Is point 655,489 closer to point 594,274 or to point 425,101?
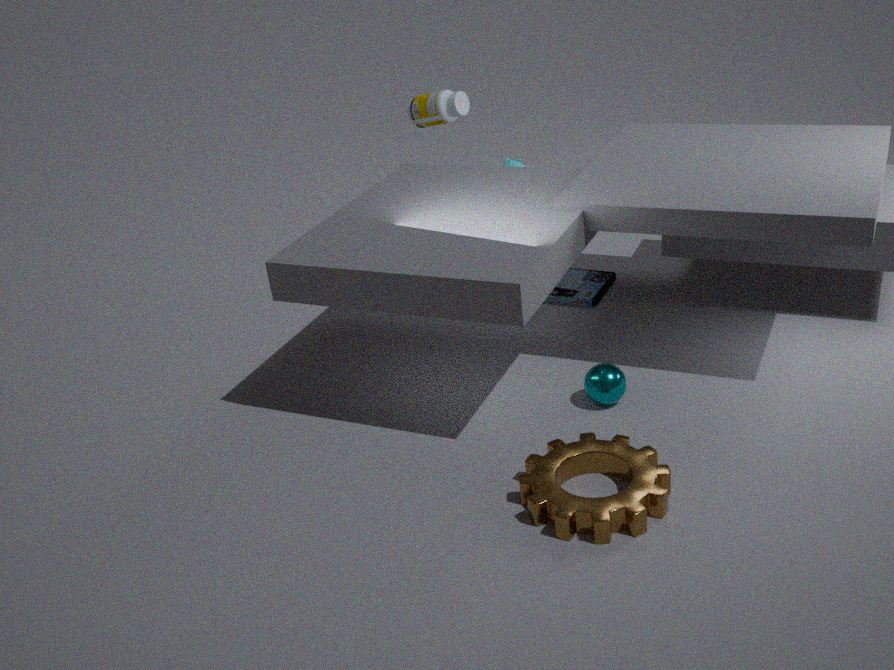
point 594,274
